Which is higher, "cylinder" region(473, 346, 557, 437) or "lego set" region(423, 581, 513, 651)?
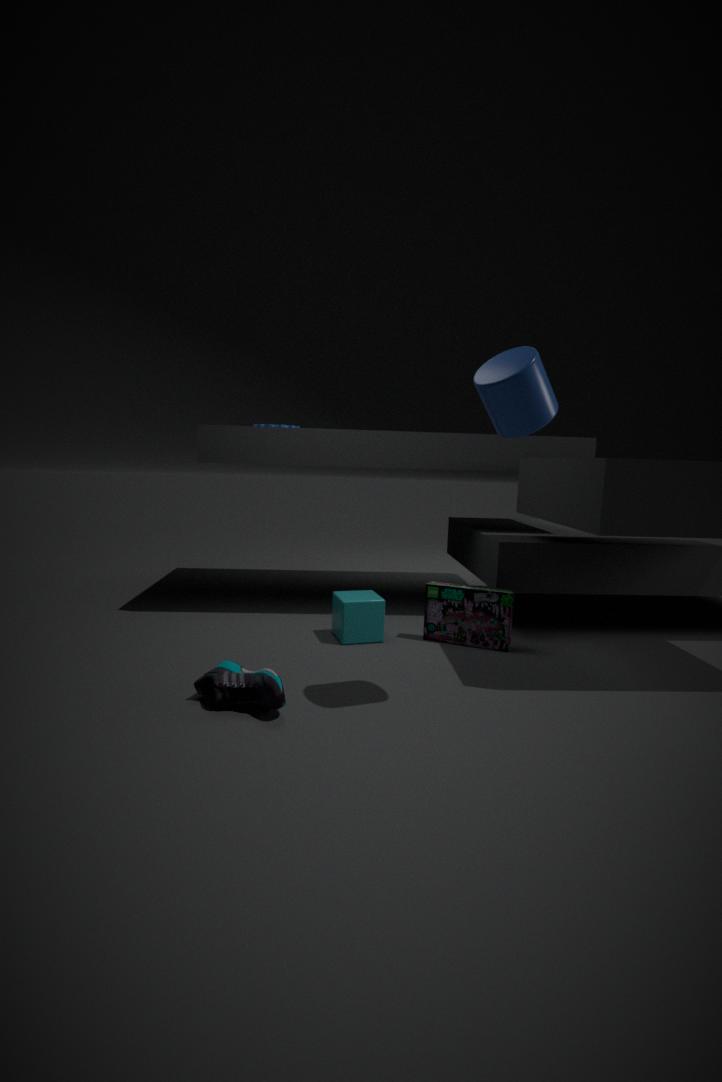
"cylinder" region(473, 346, 557, 437)
